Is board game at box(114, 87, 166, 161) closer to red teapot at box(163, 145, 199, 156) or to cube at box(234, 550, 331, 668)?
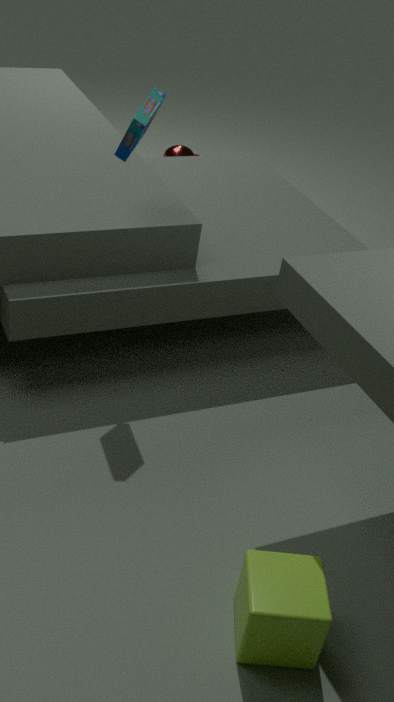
cube at box(234, 550, 331, 668)
